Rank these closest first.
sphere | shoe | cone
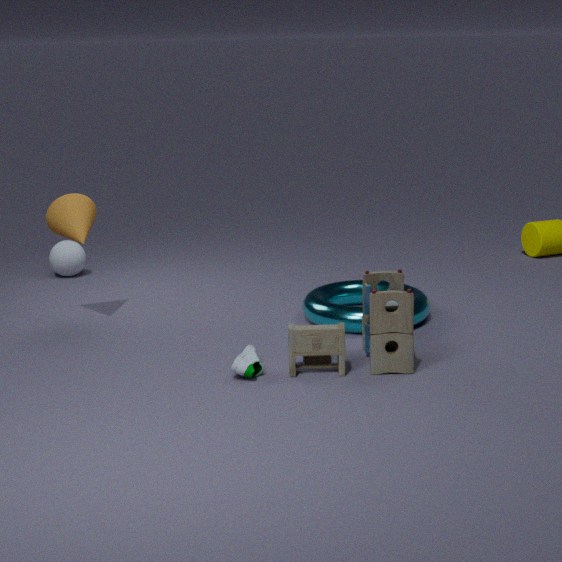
Result: shoe < cone < sphere
